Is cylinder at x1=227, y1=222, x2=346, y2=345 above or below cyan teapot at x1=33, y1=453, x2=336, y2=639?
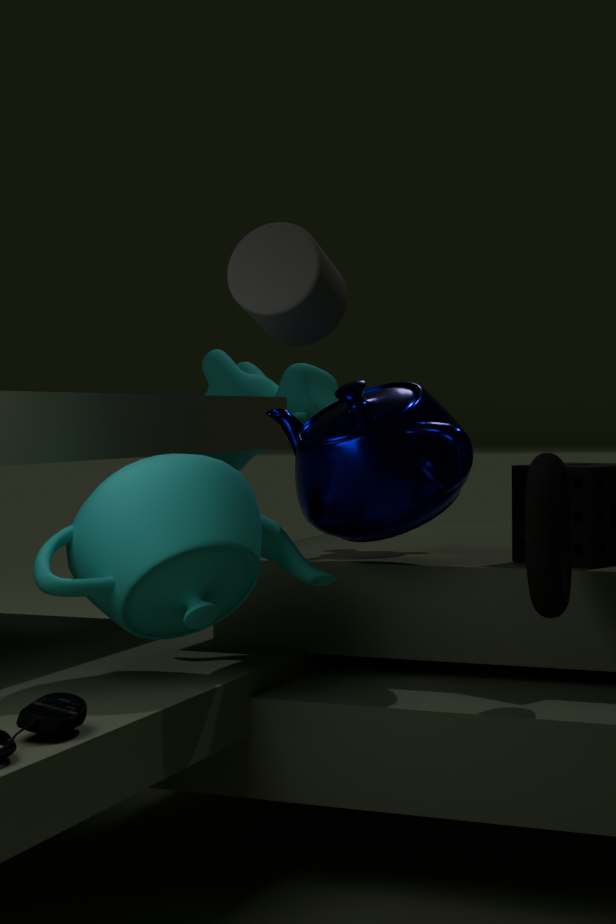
above
